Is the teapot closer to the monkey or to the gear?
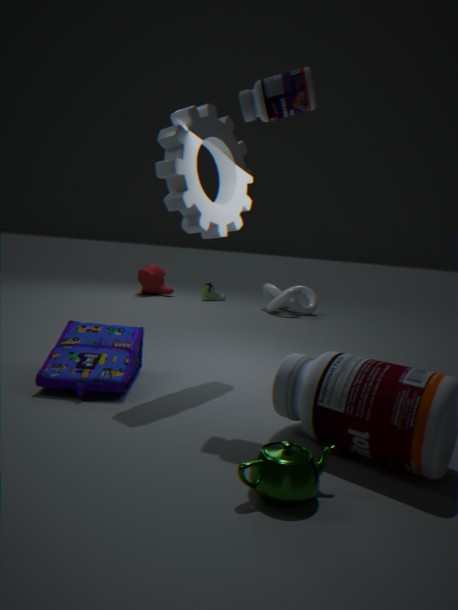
the gear
